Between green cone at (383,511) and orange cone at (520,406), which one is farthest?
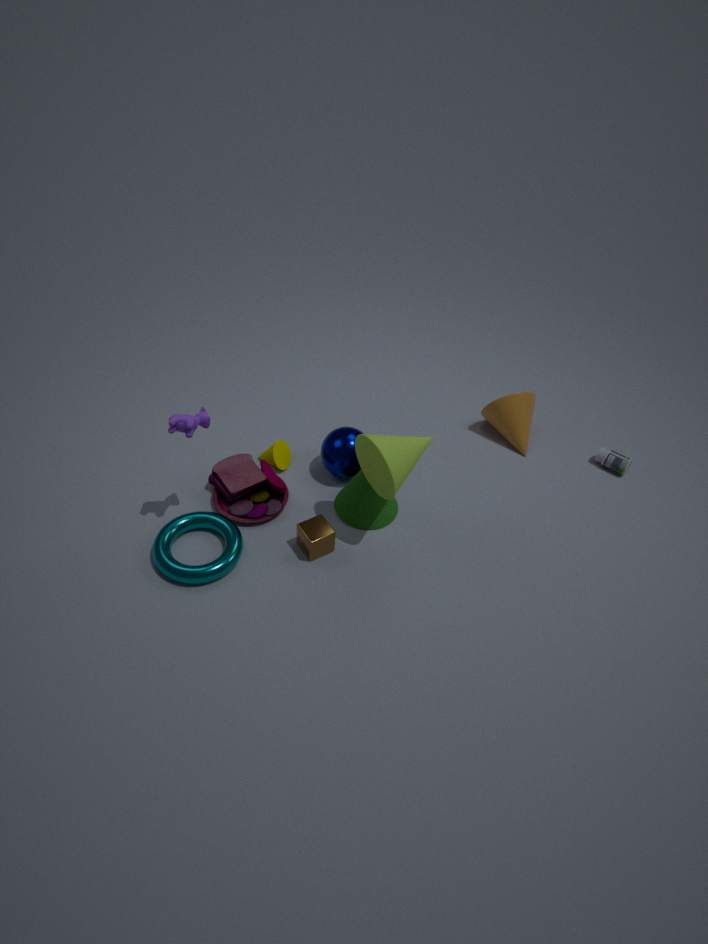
orange cone at (520,406)
